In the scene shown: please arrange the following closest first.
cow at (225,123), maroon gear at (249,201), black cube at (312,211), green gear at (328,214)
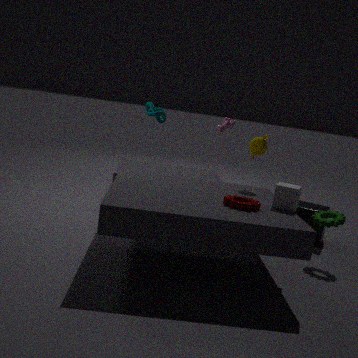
maroon gear at (249,201)
green gear at (328,214)
black cube at (312,211)
cow at (225,123)
